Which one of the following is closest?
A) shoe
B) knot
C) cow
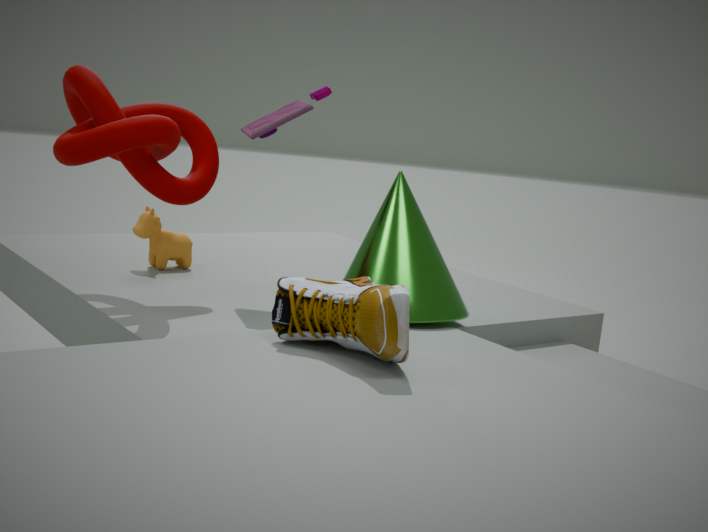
shoe
